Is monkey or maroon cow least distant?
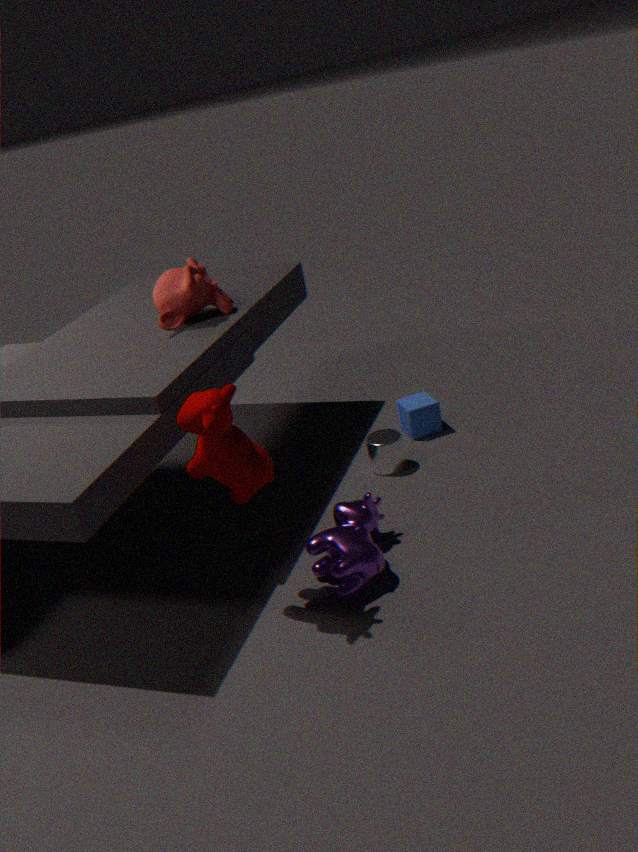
maroon cow
